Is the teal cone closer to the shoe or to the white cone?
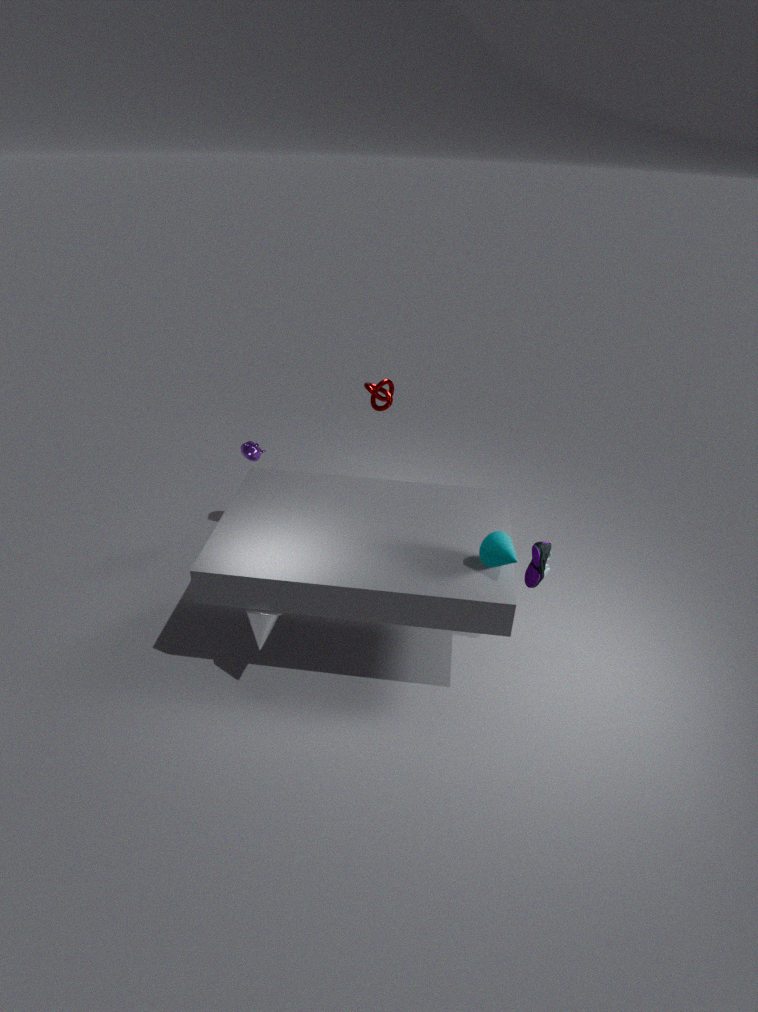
the shoe
